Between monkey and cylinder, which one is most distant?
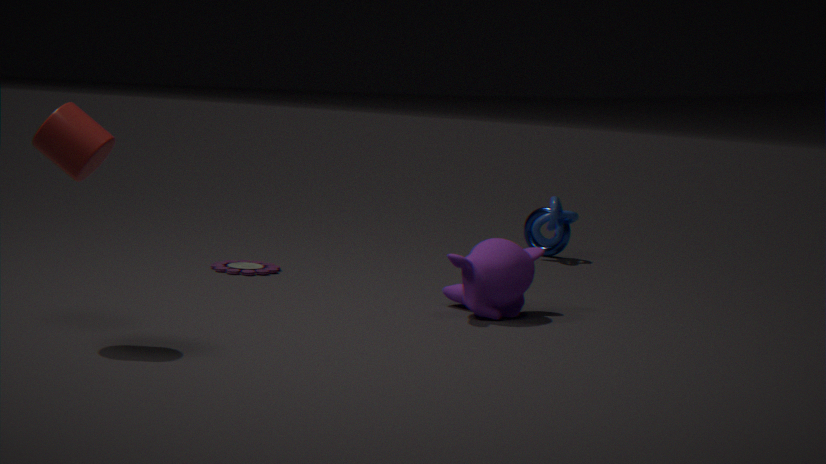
monkey
